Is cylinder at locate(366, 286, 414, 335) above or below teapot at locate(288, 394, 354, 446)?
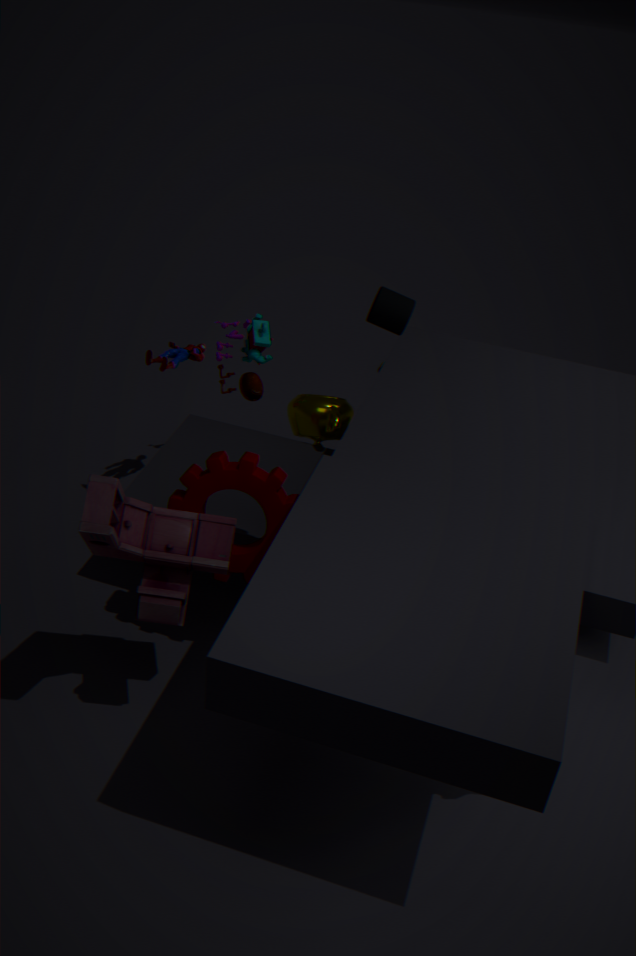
above
